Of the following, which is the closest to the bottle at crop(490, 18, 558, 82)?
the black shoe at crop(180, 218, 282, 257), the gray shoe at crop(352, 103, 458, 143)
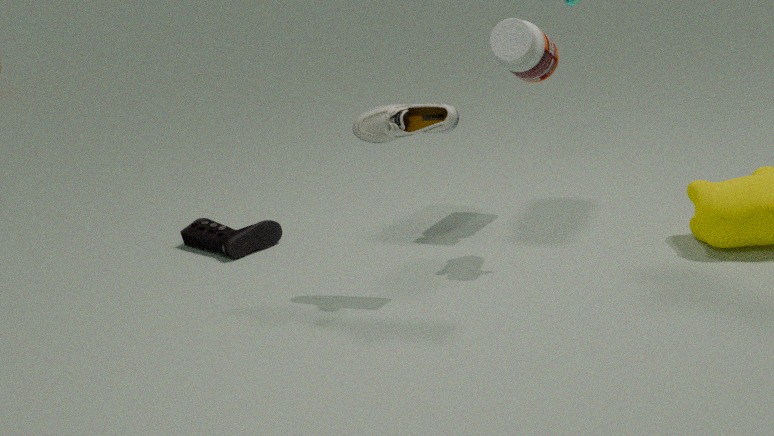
the gray shoe at crop(352, 103, 458, 143)
